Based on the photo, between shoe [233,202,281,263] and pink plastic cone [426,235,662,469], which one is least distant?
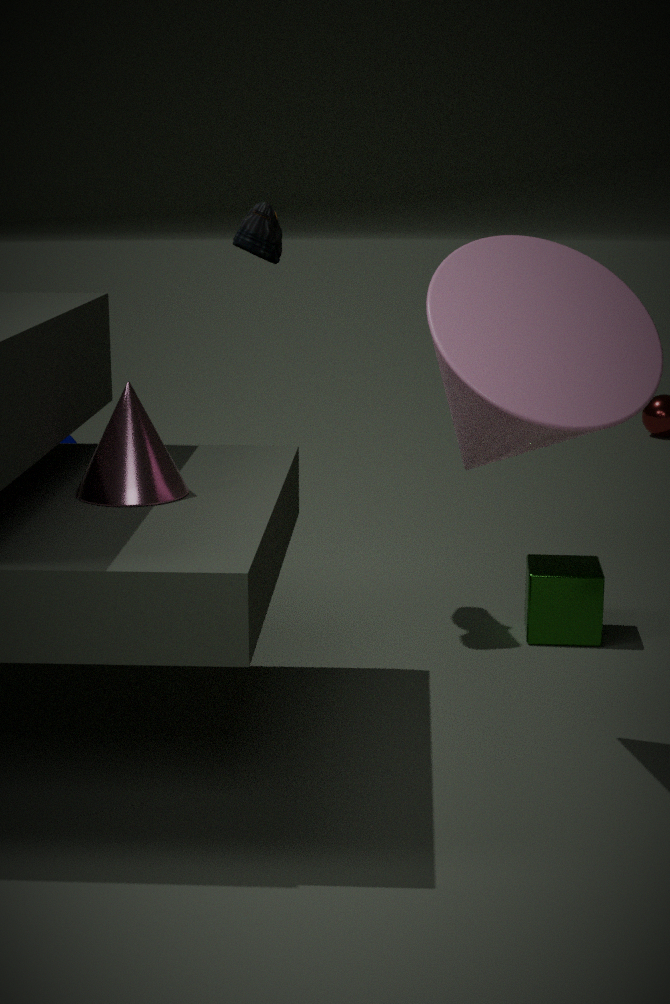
pink plastic cone [426,235,662,469]
